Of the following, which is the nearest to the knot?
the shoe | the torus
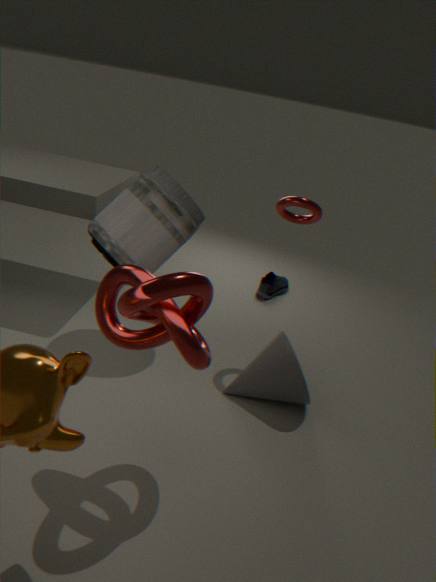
the torus
